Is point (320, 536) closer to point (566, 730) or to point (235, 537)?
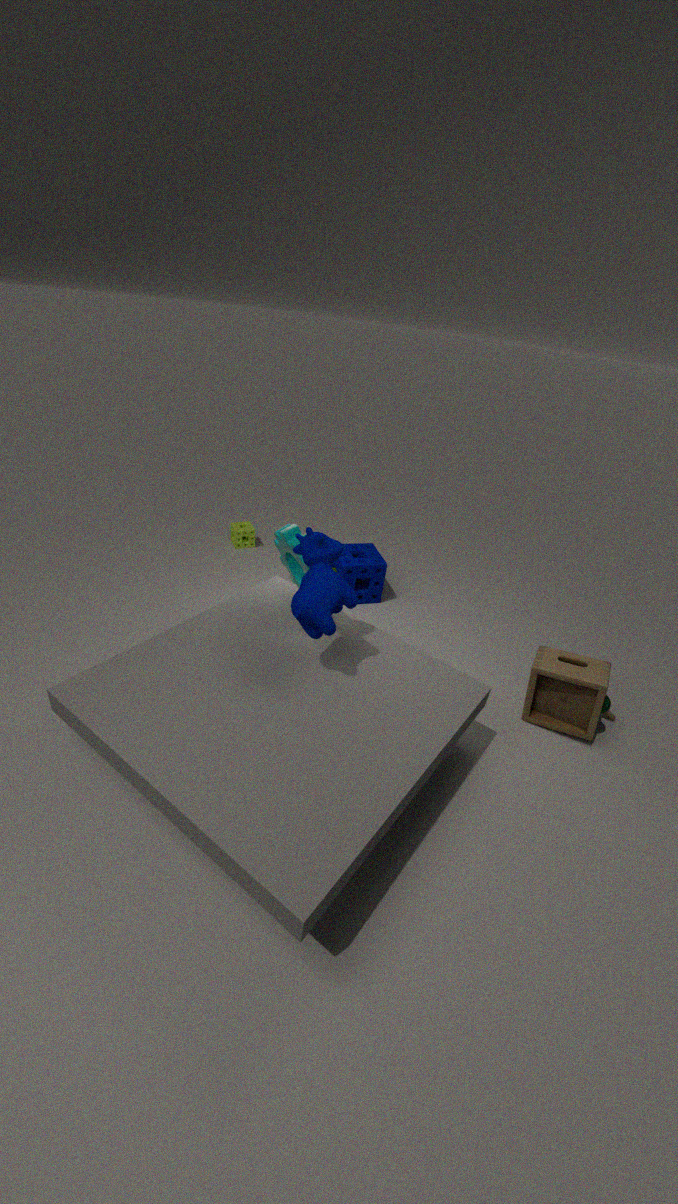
point (566, 730)
